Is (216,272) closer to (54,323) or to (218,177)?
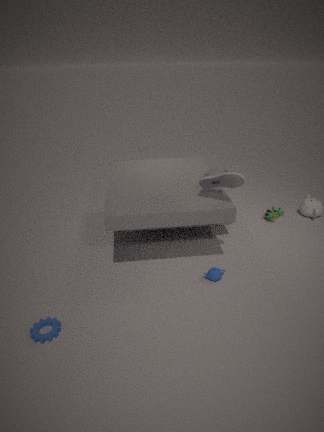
(218,177)
